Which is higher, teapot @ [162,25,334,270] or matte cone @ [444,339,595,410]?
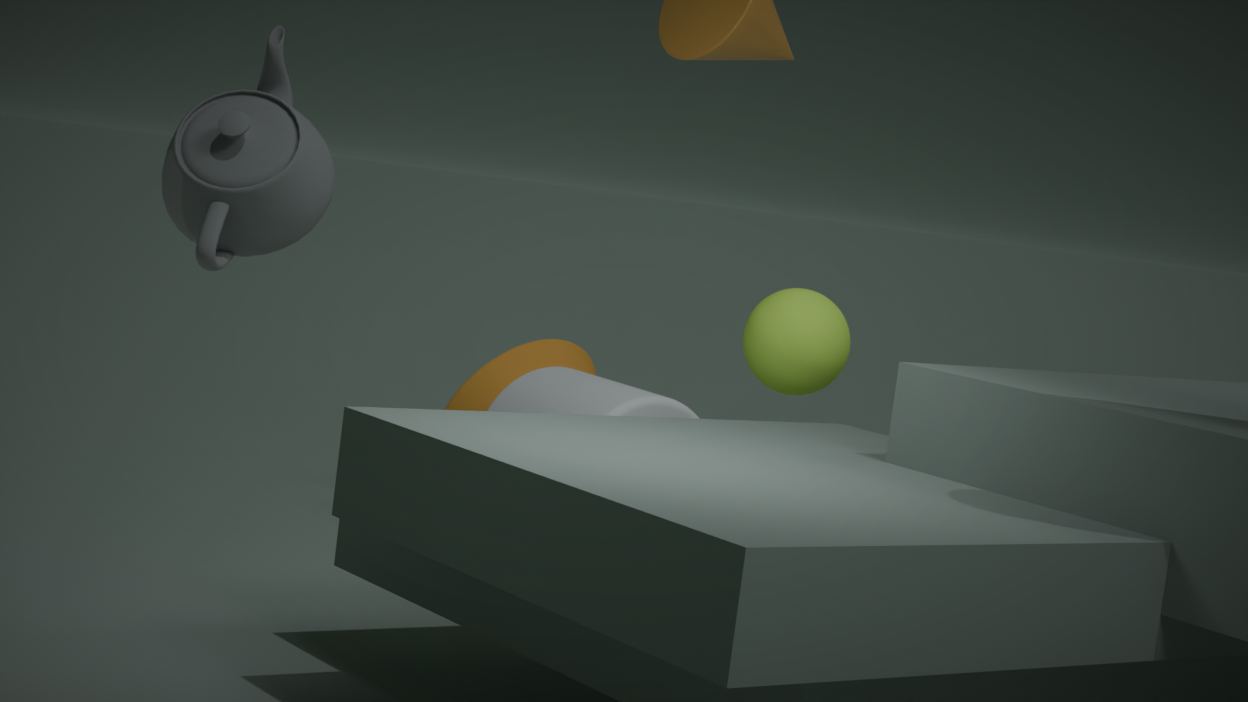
teapot @ [162,25,334,270]
